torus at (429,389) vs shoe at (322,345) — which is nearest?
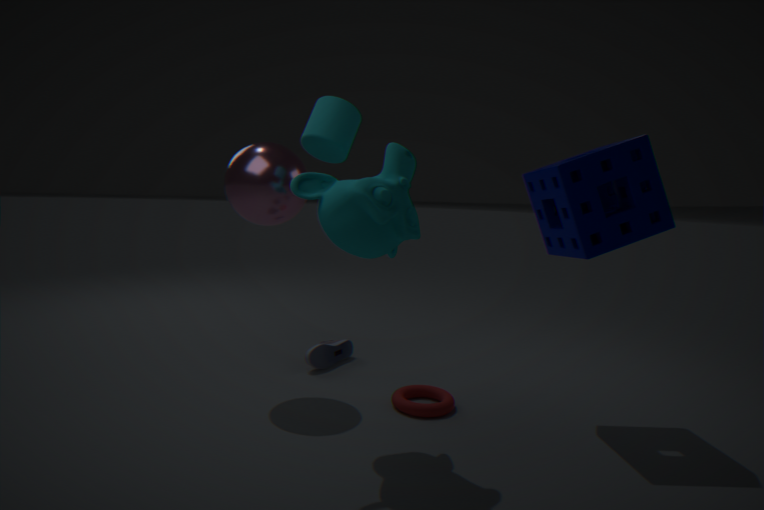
torus at (429,389)
